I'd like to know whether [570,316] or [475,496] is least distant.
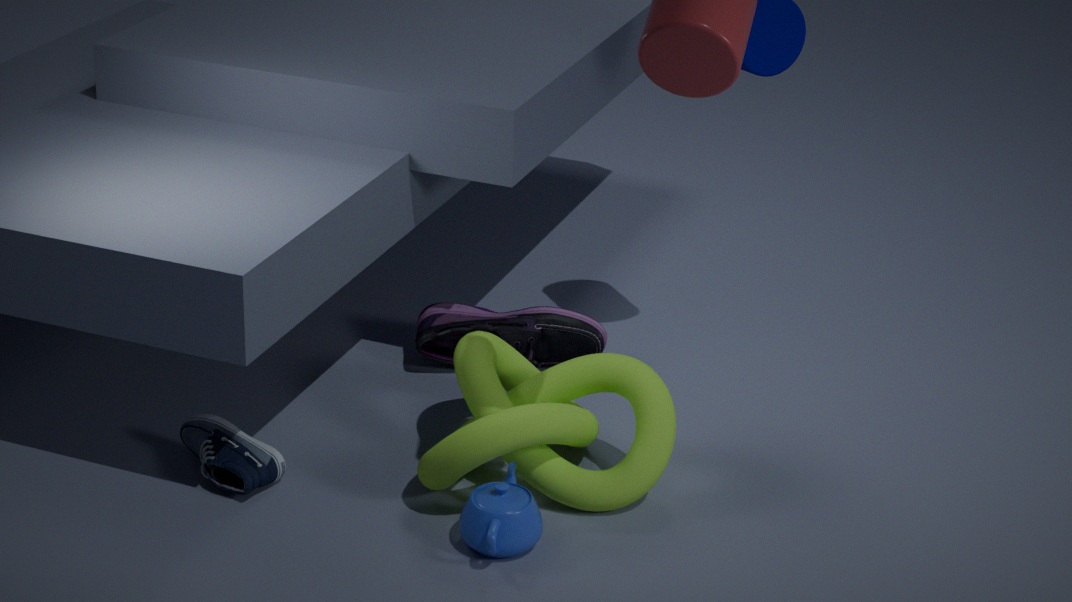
[475,496]
